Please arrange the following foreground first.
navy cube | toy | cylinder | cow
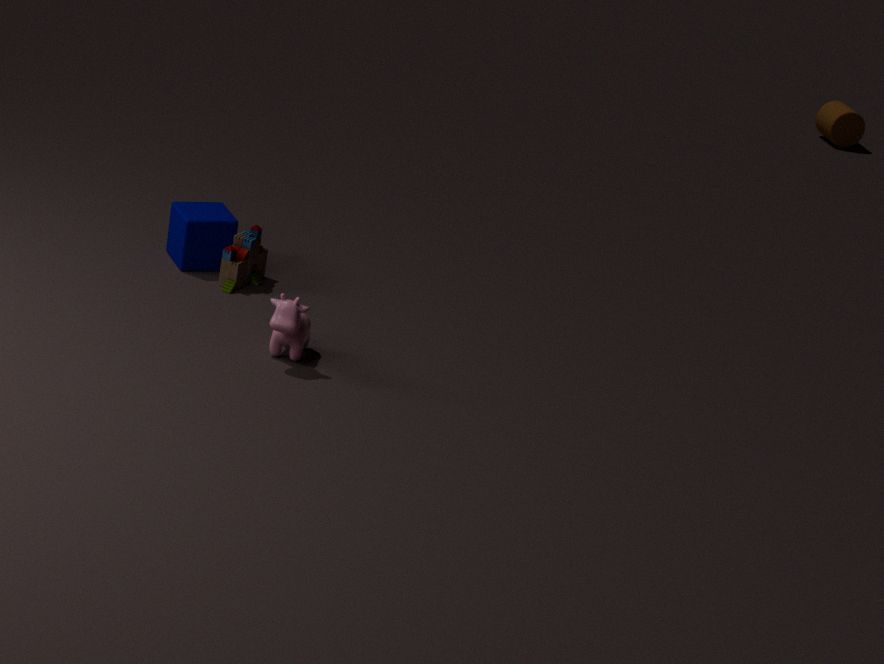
cow < toy < navy cube < cylinder
